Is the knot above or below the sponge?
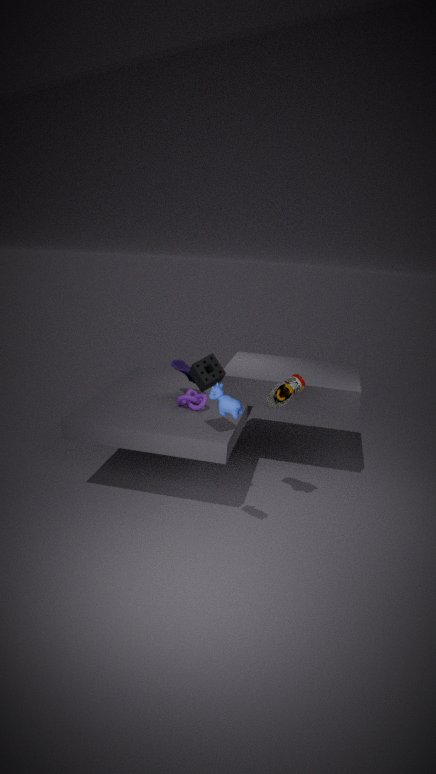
below
